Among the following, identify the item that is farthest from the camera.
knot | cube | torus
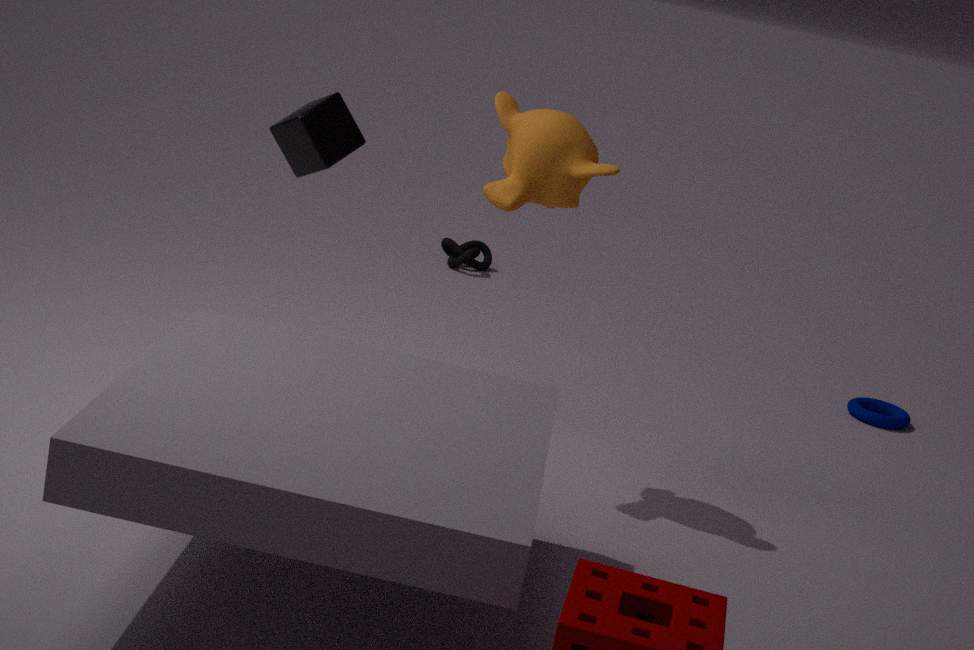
knot
